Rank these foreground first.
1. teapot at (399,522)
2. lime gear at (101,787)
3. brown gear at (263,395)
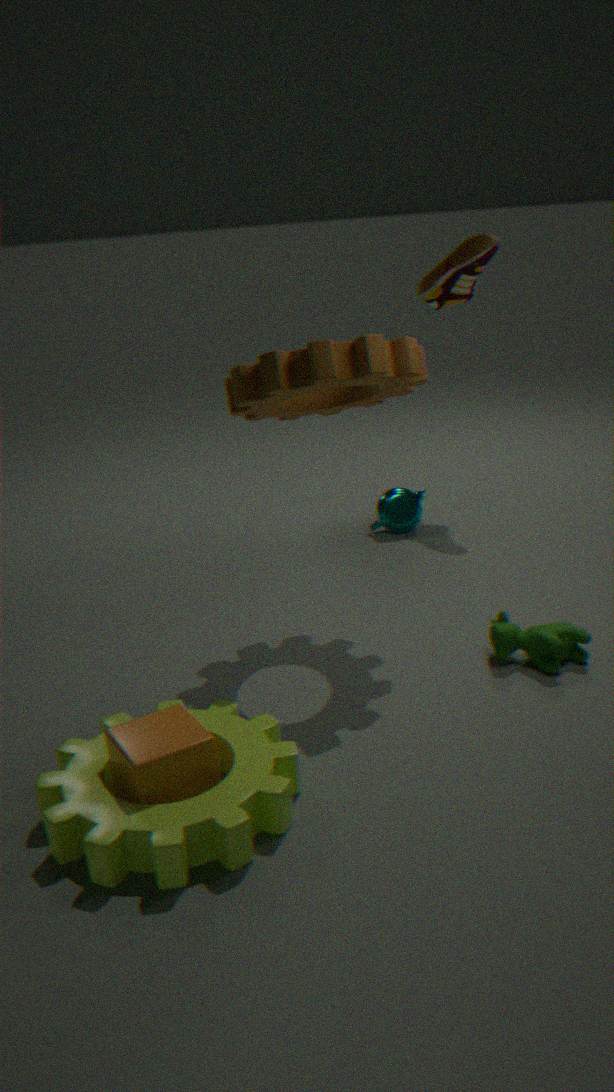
1. lime gear at (101,787)
2. brown gear at (263,395)
3. teapot at (399,522)
